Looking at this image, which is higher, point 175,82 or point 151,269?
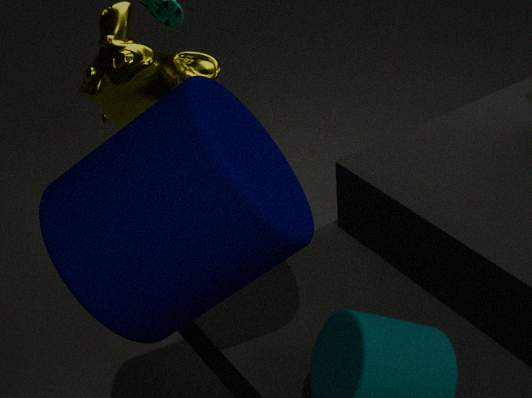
point 151,269
